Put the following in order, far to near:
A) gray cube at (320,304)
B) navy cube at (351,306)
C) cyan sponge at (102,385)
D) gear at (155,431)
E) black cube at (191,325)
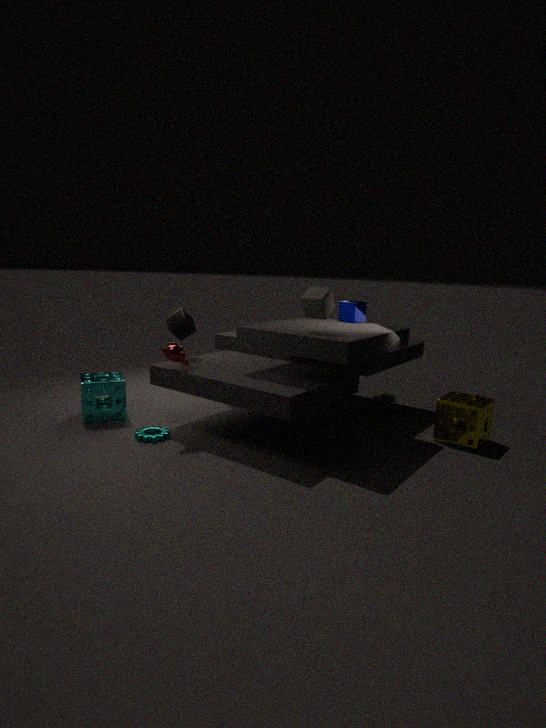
navy cube at (351,306) → black cube at (191,325) → cyan sponge at (102,385) → gear at (155,431) → gray cube at (320,304)
